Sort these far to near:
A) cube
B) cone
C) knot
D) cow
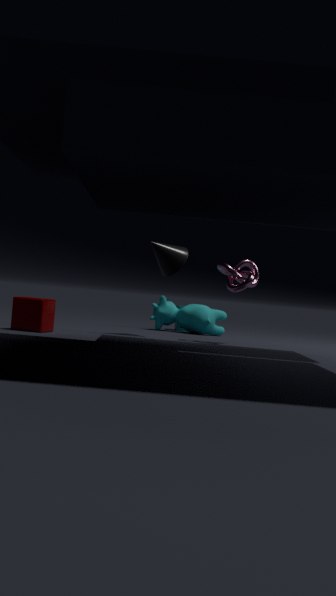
cow → cone → knot → cube
